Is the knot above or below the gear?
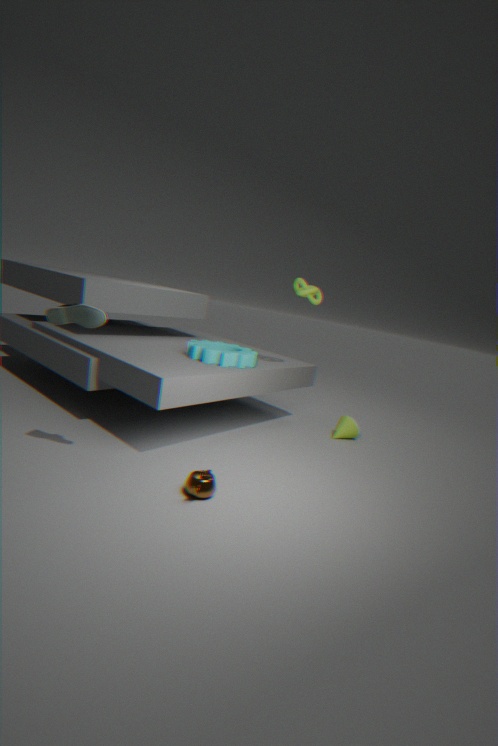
above
